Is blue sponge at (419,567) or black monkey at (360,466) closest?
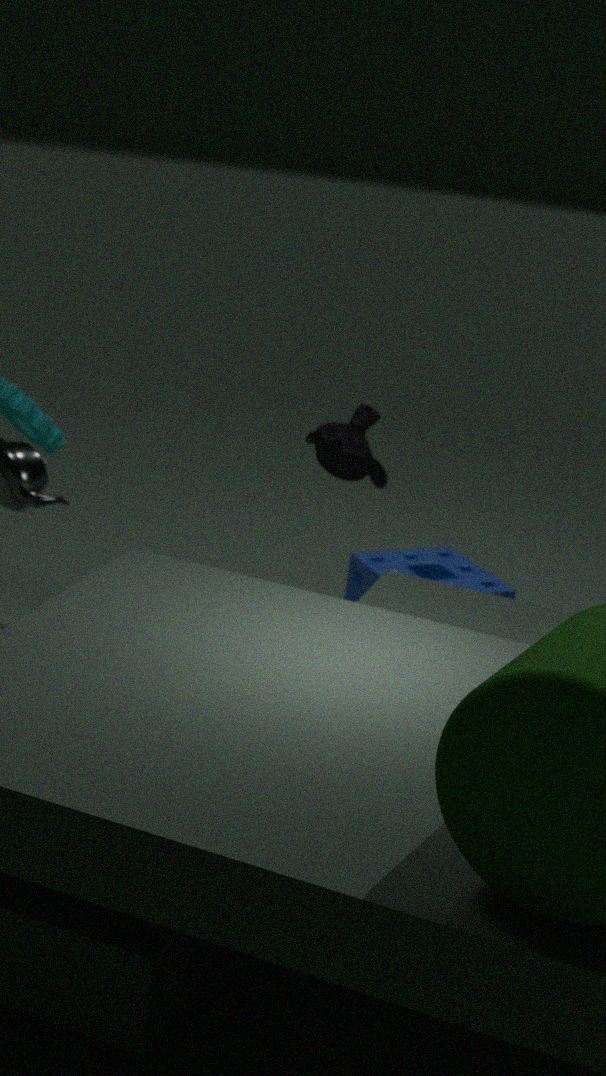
black monkey at (360,466)
